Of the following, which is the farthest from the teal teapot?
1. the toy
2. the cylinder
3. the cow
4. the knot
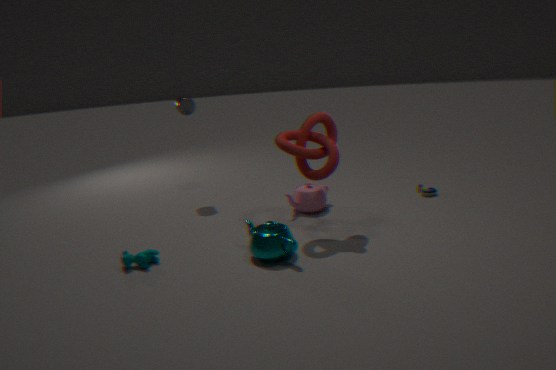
the toy
